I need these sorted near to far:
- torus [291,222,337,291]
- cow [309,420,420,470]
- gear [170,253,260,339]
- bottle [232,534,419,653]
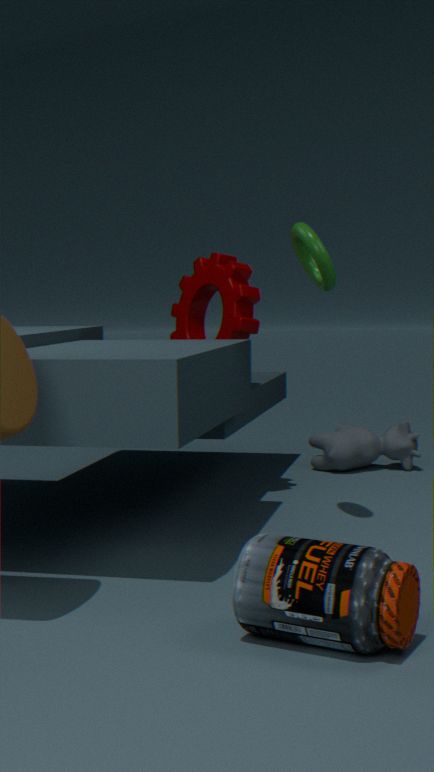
bottle [232,534,419,653] → torus [291,222,337,291] → gear [170,253,260,339] → cow [309,420,420,470]
